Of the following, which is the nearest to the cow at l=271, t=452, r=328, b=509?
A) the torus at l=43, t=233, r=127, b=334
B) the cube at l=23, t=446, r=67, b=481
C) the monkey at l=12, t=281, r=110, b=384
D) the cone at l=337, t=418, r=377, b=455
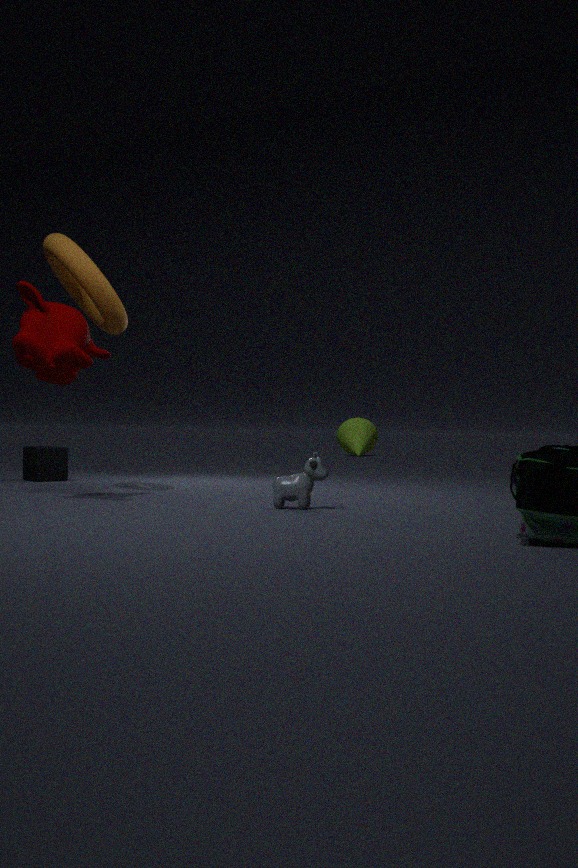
the monkey at l=12, t=281, r=110, b=384
